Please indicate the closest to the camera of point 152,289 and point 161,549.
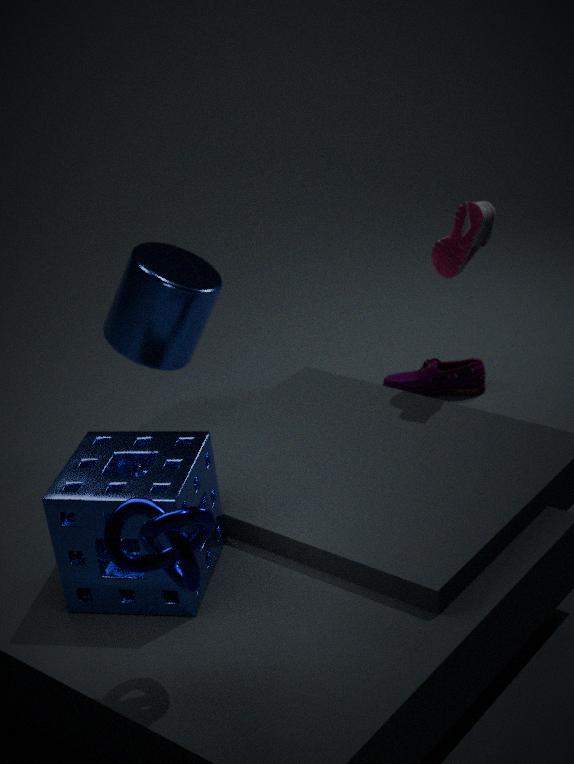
point 161,549
